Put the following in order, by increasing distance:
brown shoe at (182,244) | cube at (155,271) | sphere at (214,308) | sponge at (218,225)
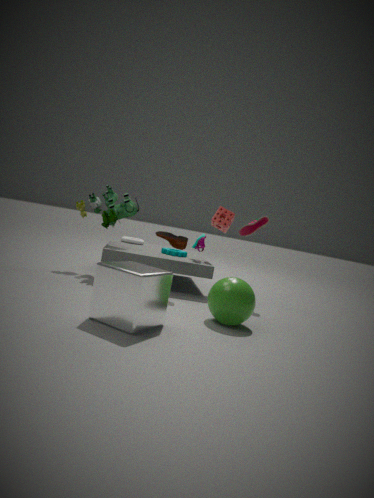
1. cube at (155,271)
2. sphere at (214,308)
3. brown shoe at (182,244)
4. sponge at (218,225)
